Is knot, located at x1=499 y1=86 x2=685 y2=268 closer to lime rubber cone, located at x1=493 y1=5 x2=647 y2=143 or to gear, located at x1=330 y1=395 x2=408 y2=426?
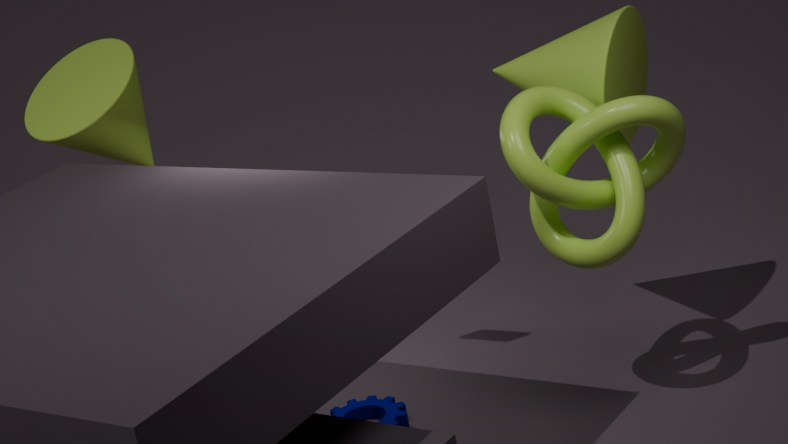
lime rubber cone, located at x1=493 y1=5 x2=647 y2=143
